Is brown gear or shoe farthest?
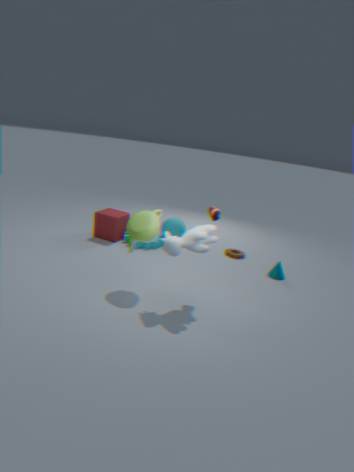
brown gear
